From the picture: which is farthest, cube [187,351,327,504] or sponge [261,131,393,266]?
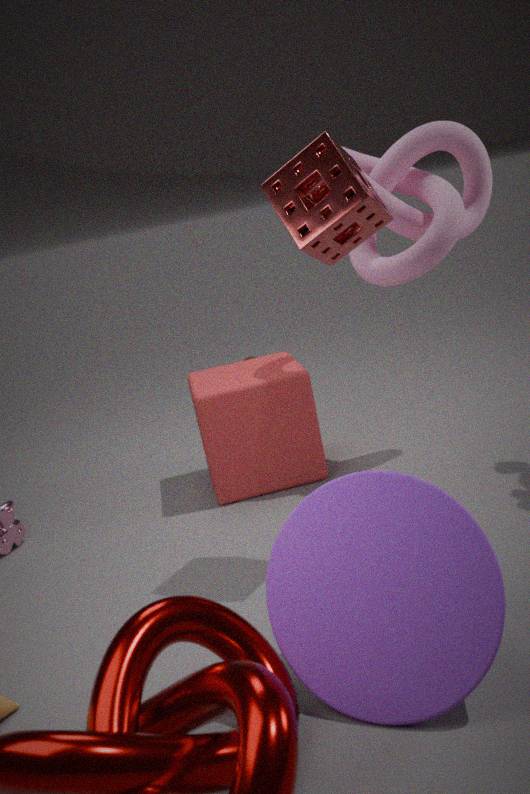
cube [187,351,327,504]
